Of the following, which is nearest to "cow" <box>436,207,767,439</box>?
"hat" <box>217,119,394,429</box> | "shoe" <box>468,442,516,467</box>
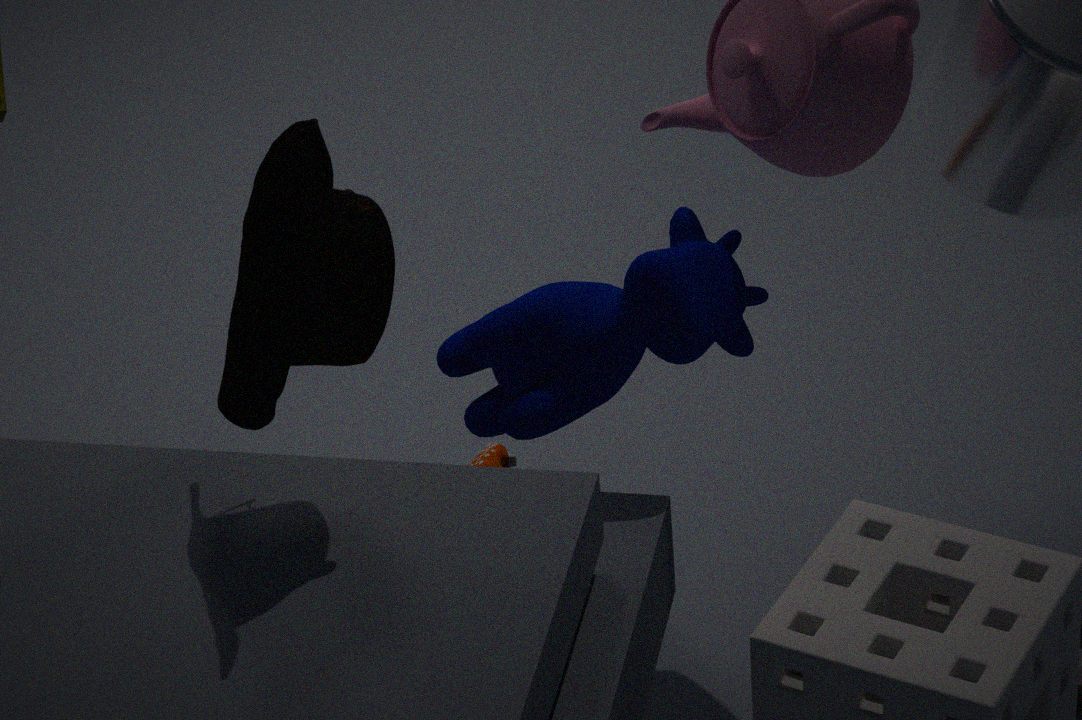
"shoe" <box>468,442,516,467</box>
